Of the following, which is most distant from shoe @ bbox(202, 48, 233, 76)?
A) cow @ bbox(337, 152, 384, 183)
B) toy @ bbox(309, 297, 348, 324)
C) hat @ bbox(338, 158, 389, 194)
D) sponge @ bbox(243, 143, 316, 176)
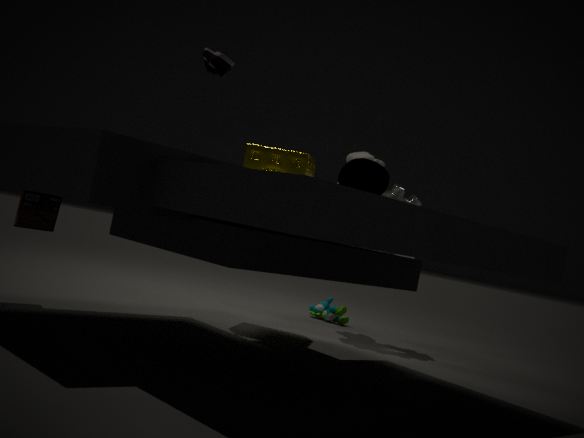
toy @ bbox(309, 297, 348, 324)
